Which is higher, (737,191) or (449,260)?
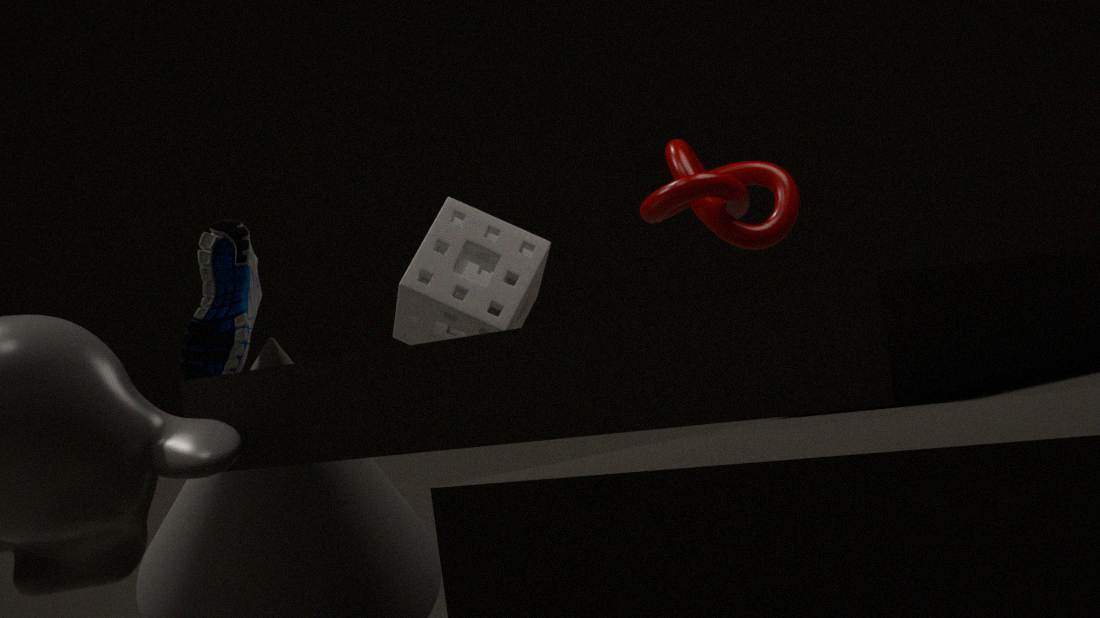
(737,191)
